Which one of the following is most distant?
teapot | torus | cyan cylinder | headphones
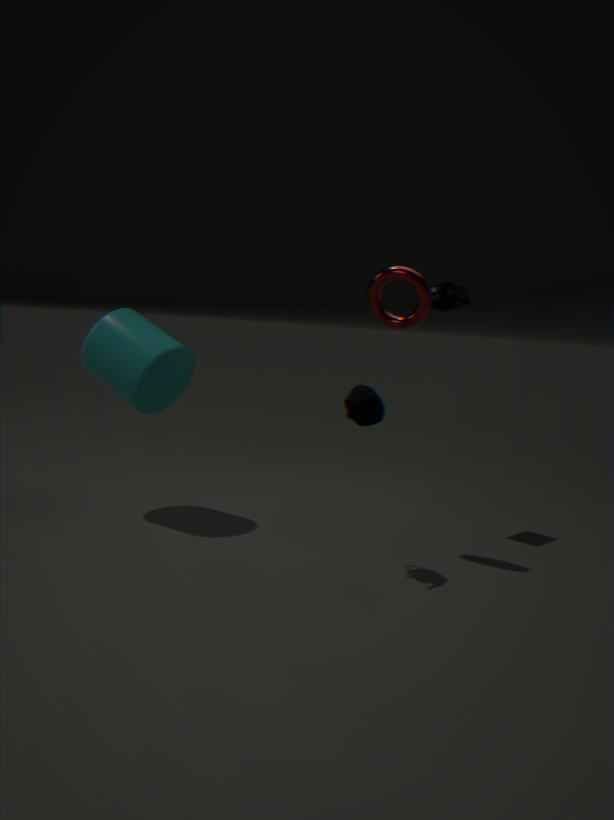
headphones
